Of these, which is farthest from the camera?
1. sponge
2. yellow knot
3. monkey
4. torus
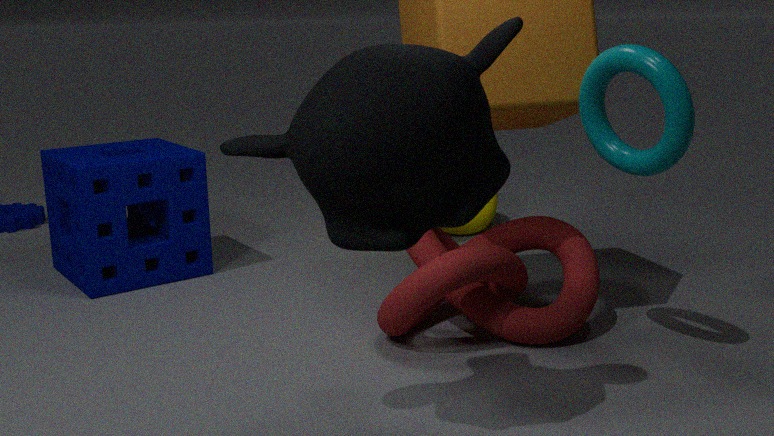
yellow knot
